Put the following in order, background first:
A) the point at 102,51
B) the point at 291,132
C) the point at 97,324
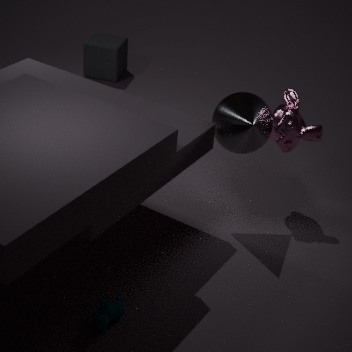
1. the point at 102,51
2. the point at 291,132
3. the point at 97,324
